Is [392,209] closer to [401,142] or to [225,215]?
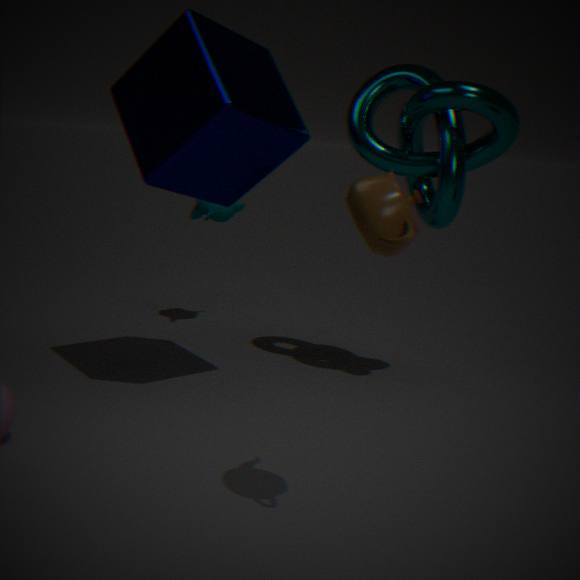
[401,142]
